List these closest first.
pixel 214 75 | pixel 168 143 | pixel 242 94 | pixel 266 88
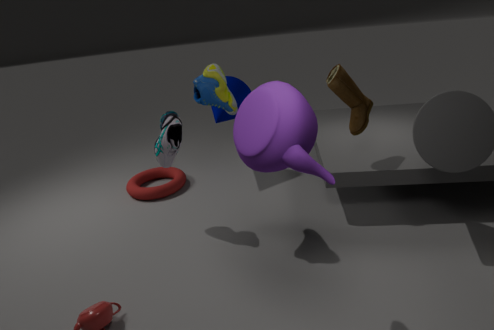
pixel 266 88, pixel 214 75, pixel 168 143, pixel 242 94
